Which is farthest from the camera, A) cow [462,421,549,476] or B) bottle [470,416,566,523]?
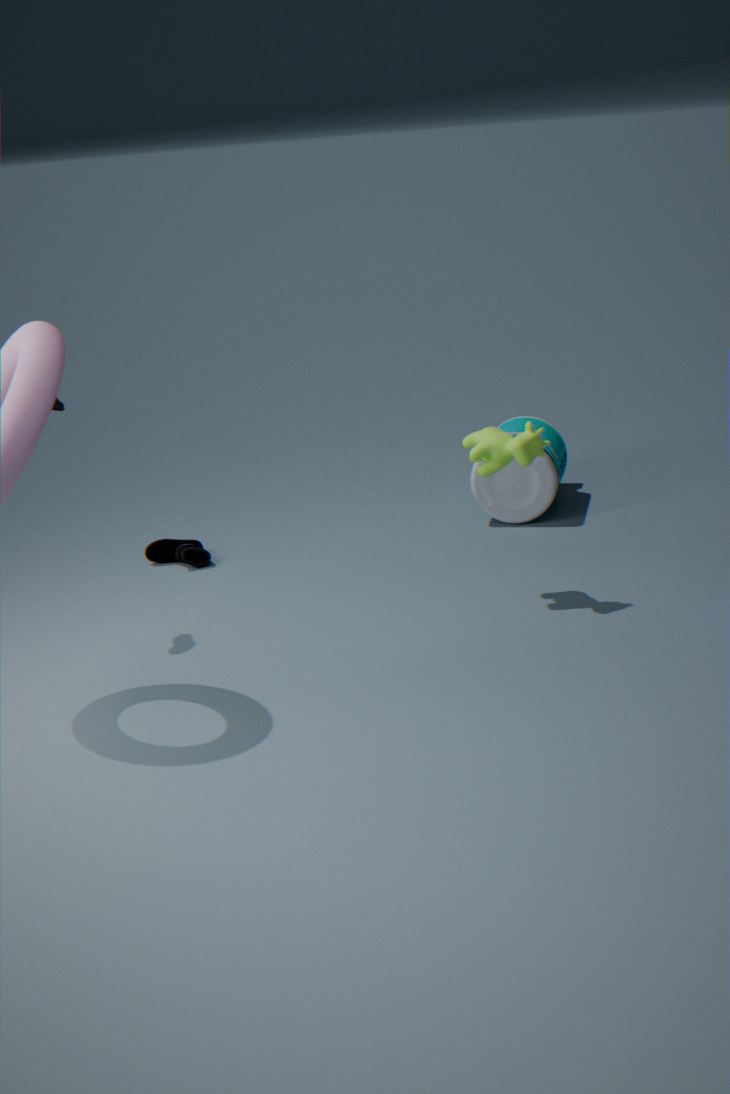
B. bottle [470,416,566,523]
